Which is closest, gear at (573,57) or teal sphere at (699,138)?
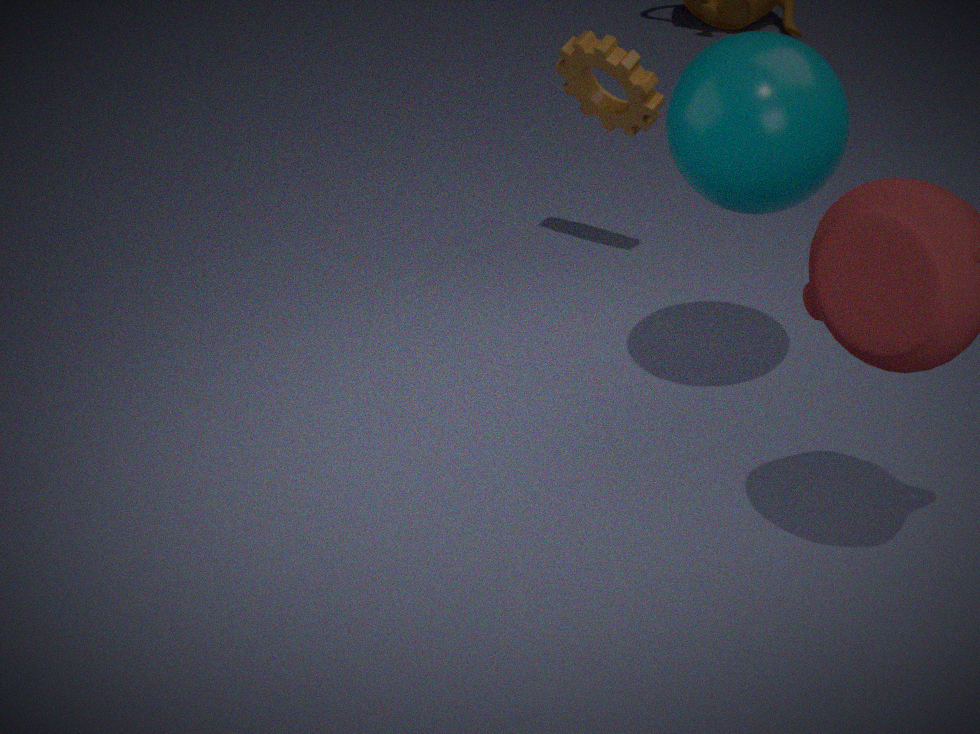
teal sphere at (699,138)
